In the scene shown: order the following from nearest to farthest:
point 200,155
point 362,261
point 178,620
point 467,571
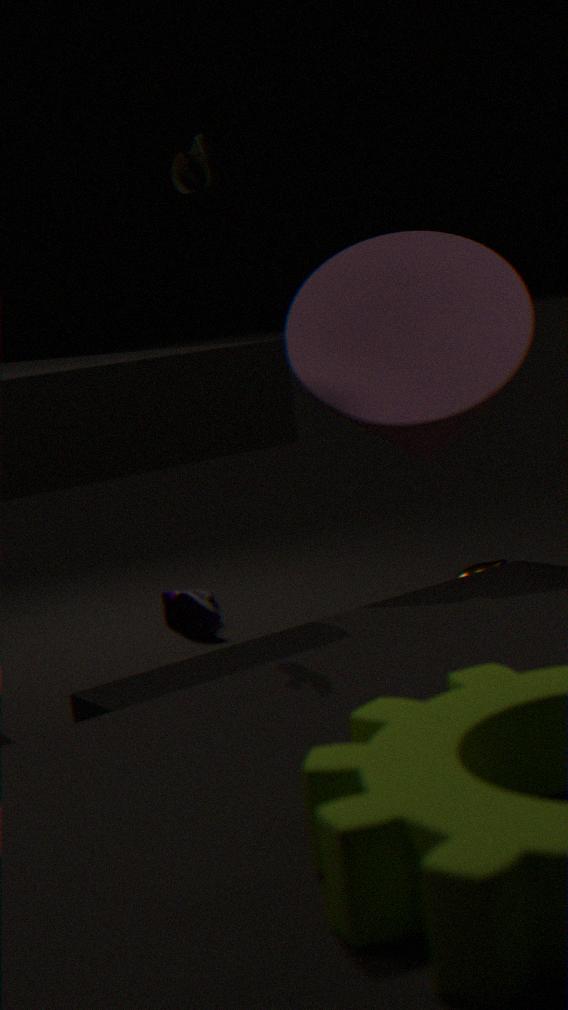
point 200,155 → point 362,261 → point 467,571 → point 178,620
